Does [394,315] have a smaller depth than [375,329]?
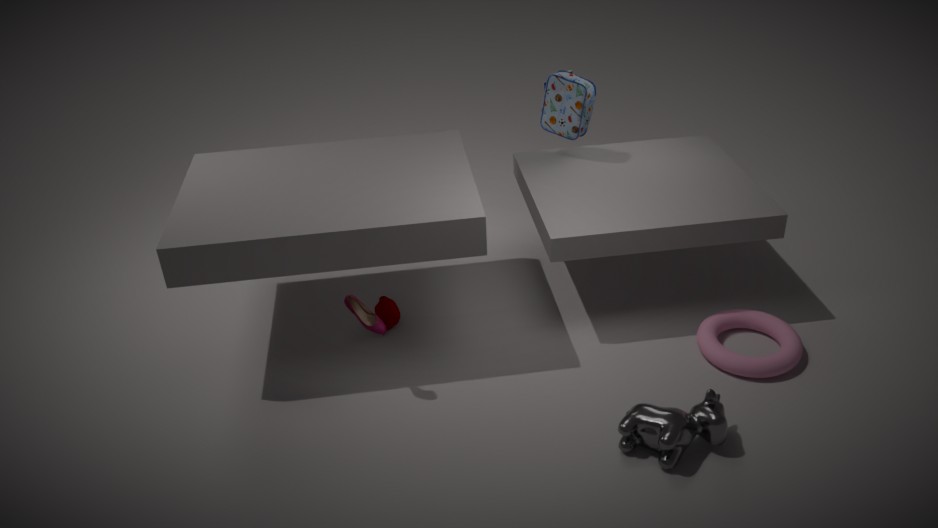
No
